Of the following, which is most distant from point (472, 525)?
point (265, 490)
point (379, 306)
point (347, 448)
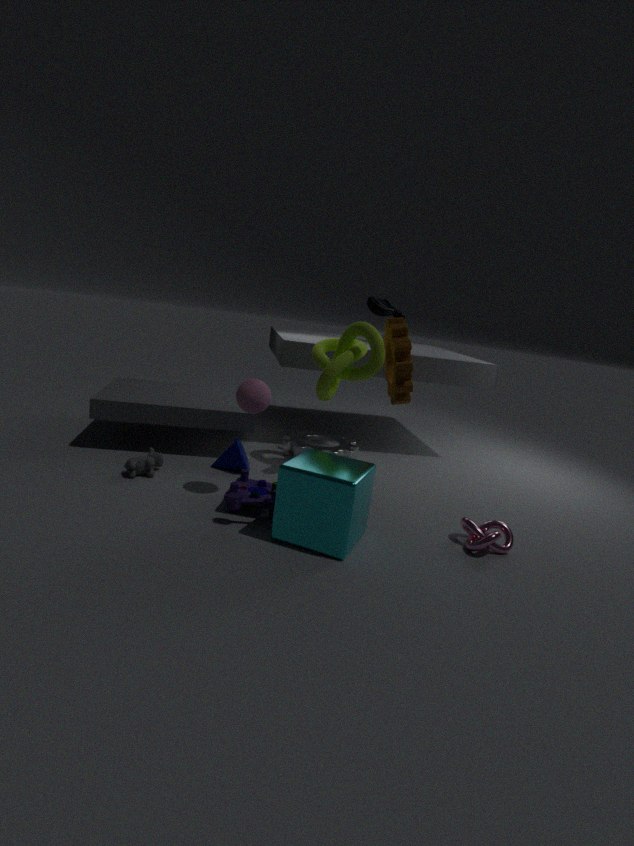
point (379, 306)
